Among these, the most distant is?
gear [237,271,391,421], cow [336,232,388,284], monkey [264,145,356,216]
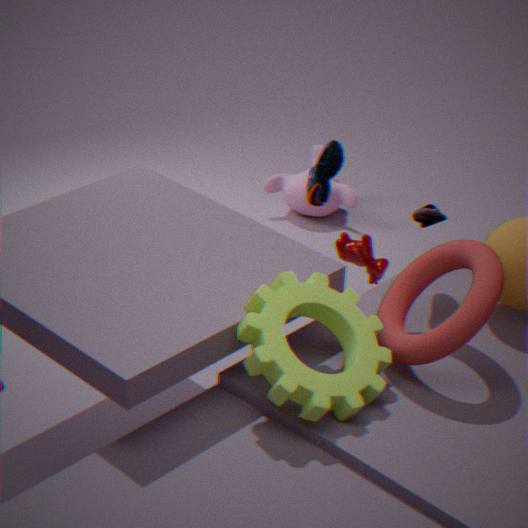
monkey [264,145,356,216]
